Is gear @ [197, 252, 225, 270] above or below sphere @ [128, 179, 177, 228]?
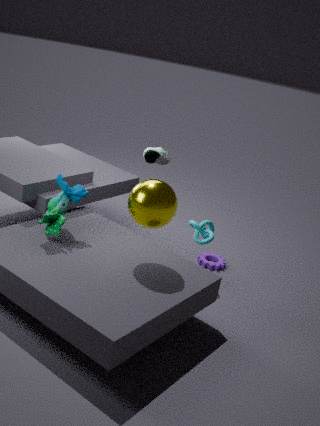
below
